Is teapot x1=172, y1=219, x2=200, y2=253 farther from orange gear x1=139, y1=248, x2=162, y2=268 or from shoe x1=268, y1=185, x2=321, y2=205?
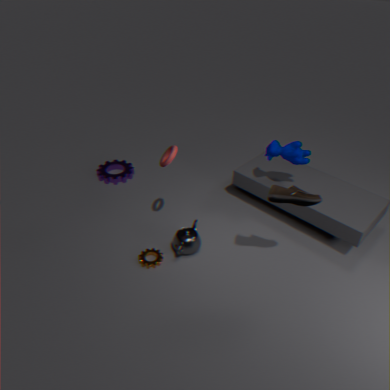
shoe x1=268, y1=185, x2=321, y2=205
